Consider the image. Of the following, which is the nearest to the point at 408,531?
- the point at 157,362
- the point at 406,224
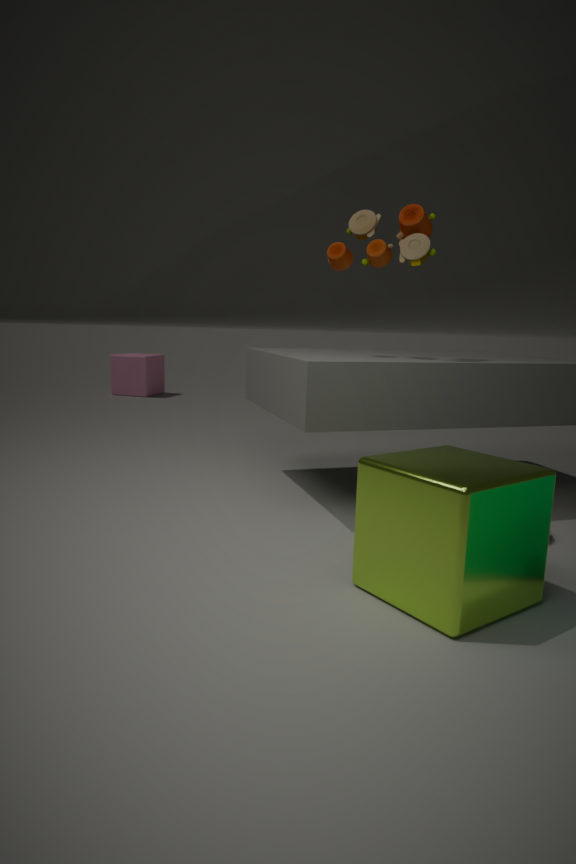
the point at 406,224
